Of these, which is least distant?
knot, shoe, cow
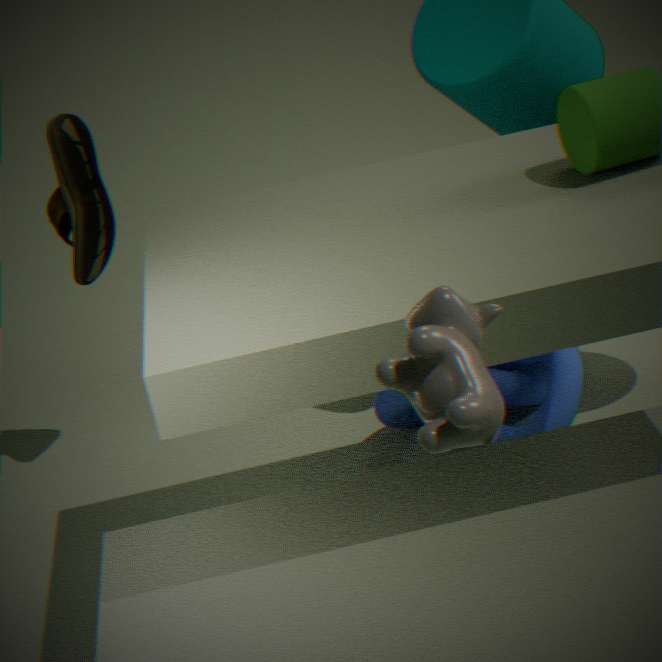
cow
